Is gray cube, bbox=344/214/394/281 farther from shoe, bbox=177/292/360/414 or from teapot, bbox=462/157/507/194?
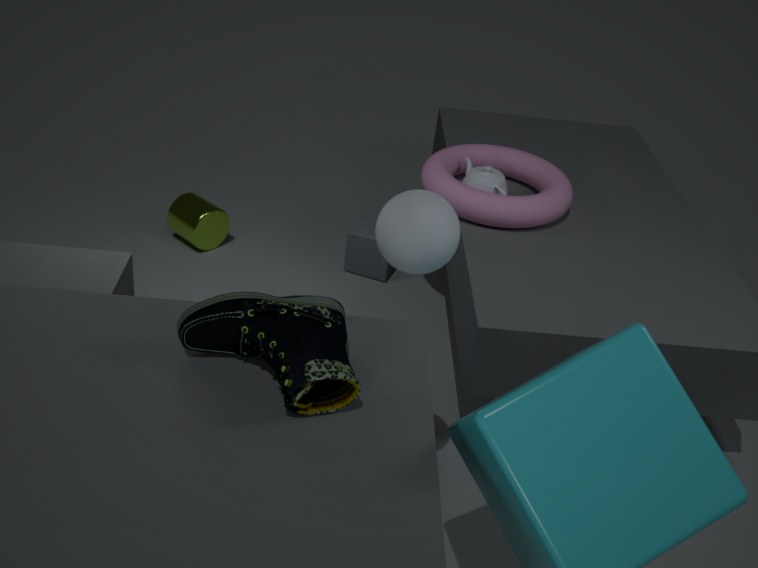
shoe, bbox=177/292/360/414
